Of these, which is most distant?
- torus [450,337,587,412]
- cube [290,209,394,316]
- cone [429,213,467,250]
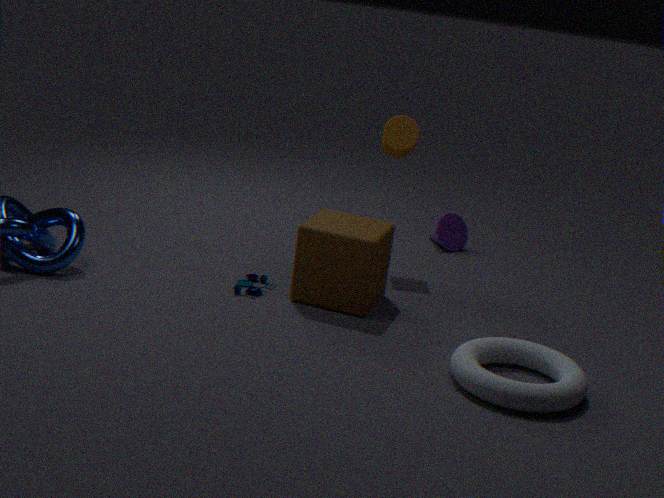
cone [429,213,467,250]
